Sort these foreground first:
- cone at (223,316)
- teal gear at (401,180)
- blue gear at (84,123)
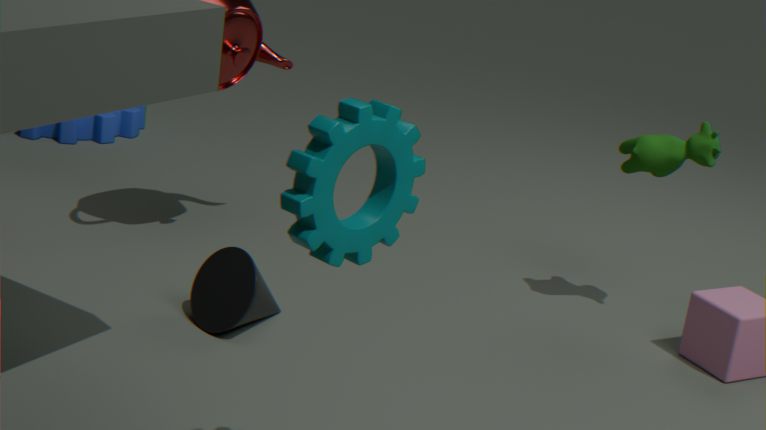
1. teal gear at (401,180)
2. cone at (223,316)
3. blue gear at (84,123)
